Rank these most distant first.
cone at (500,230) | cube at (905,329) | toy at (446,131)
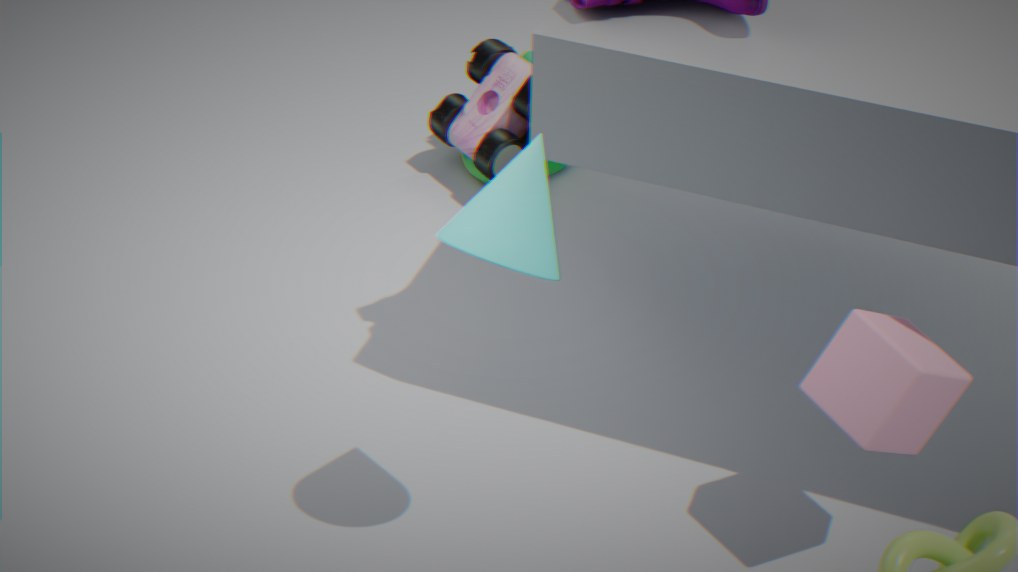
toy at (446,131)
cube at (905,329)
cone at (500,230)
